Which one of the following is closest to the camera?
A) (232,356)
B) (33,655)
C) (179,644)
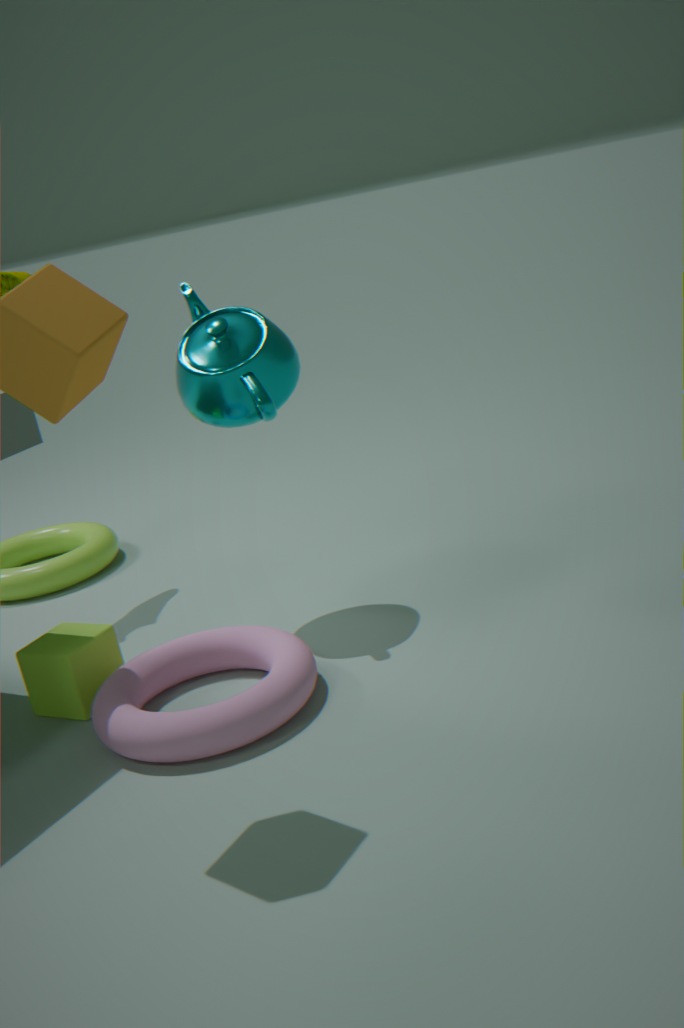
(33,655)
